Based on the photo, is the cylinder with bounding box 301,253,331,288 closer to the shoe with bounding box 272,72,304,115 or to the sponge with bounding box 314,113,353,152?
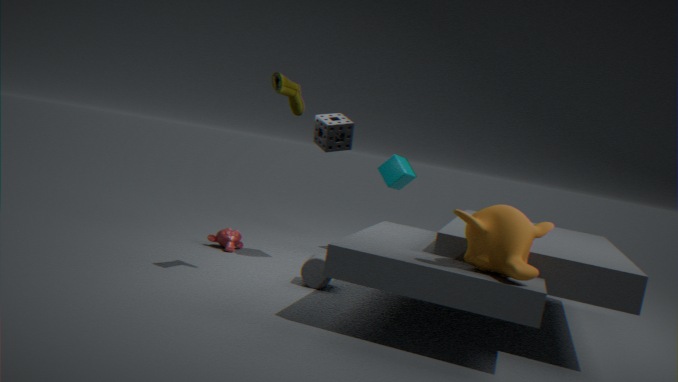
the sponge with bounding box 314,113,353,152
